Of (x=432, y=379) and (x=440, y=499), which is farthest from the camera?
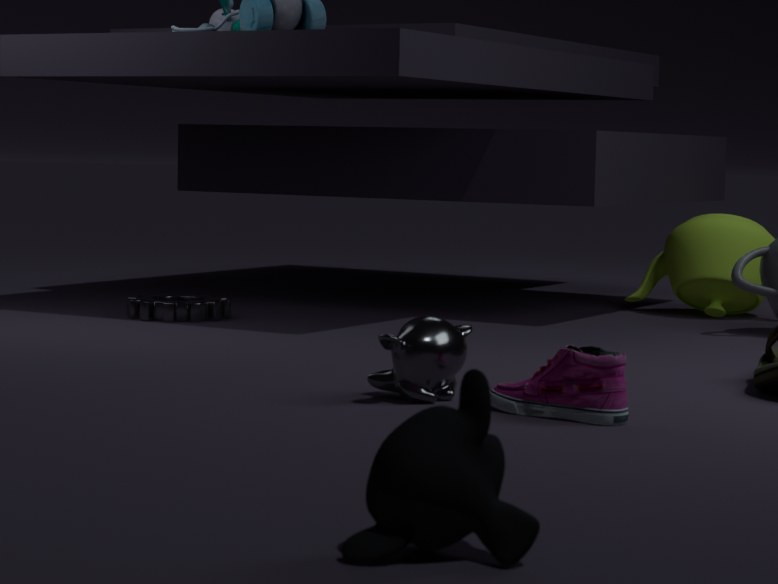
(x=432, y=379)
